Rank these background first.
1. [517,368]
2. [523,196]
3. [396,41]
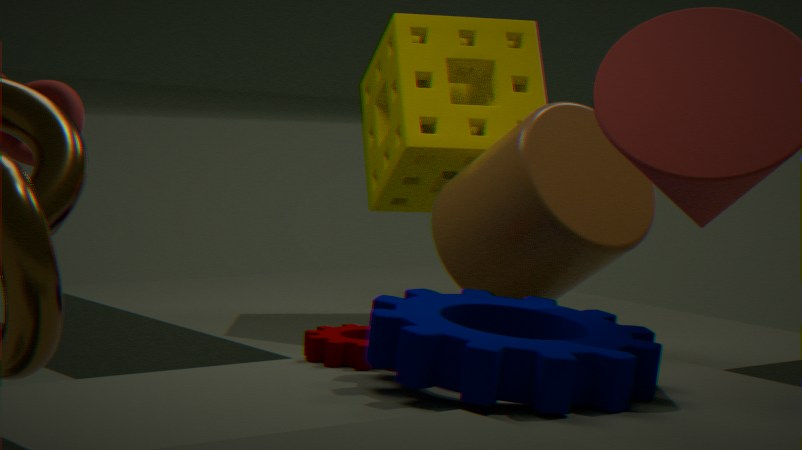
[396,41], [523,196], [517,368]
